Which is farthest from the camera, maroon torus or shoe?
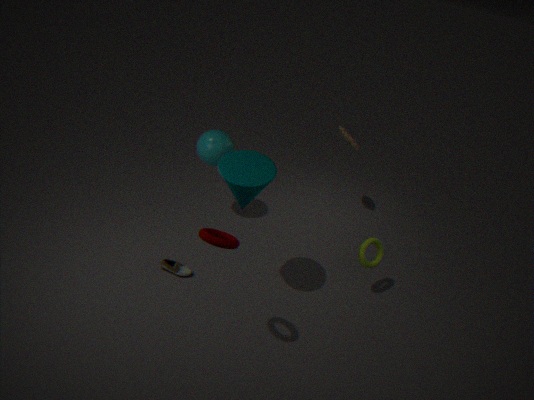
shoe
